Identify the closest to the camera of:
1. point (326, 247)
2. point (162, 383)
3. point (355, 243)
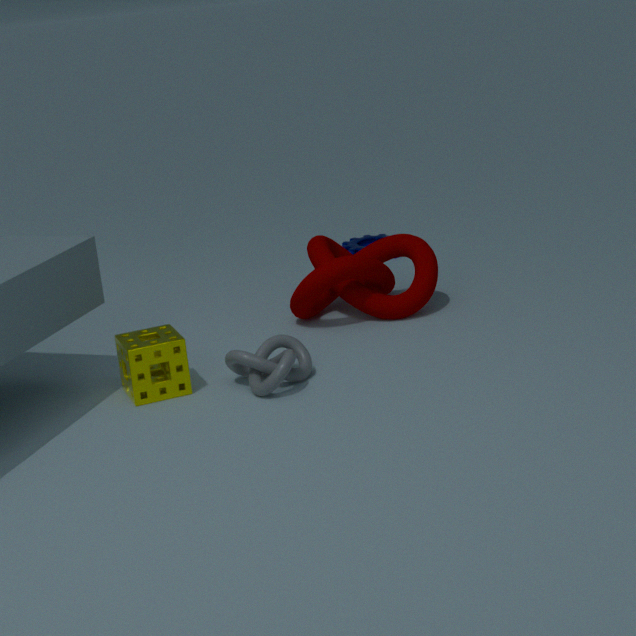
point (162, 383)
